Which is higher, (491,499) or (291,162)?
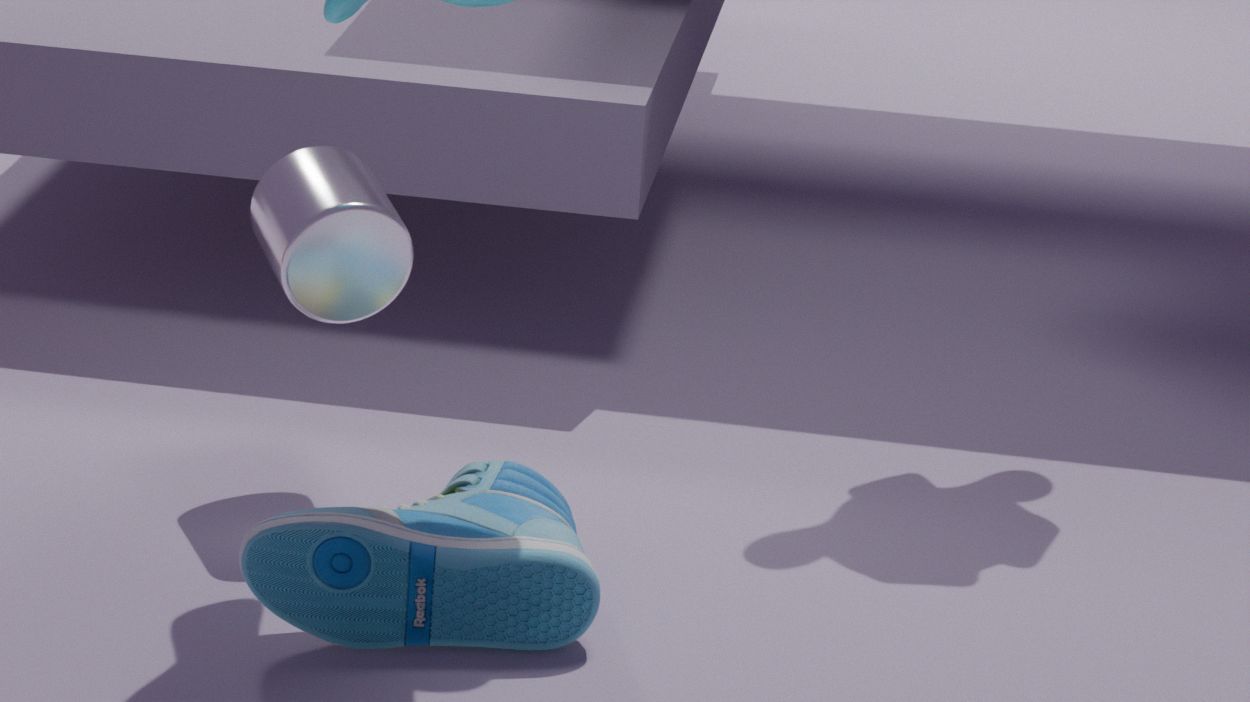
(291,162)
